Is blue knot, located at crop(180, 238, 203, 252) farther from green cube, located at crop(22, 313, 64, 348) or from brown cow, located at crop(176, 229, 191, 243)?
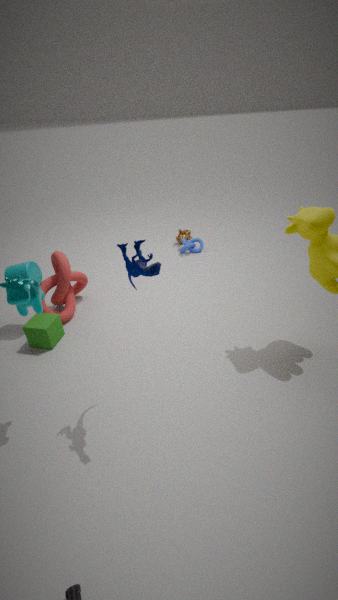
green cube, located at crop(22, 313, 64, 348)
